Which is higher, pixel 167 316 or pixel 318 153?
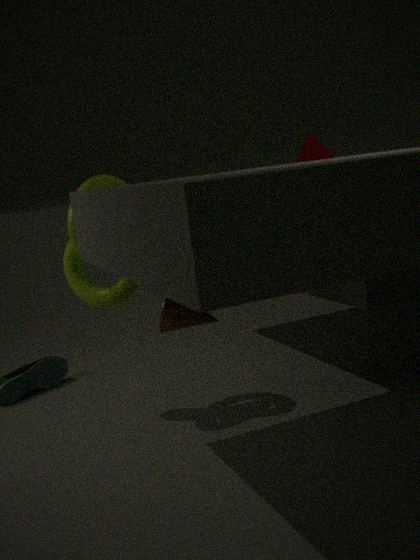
pixel 318 153
